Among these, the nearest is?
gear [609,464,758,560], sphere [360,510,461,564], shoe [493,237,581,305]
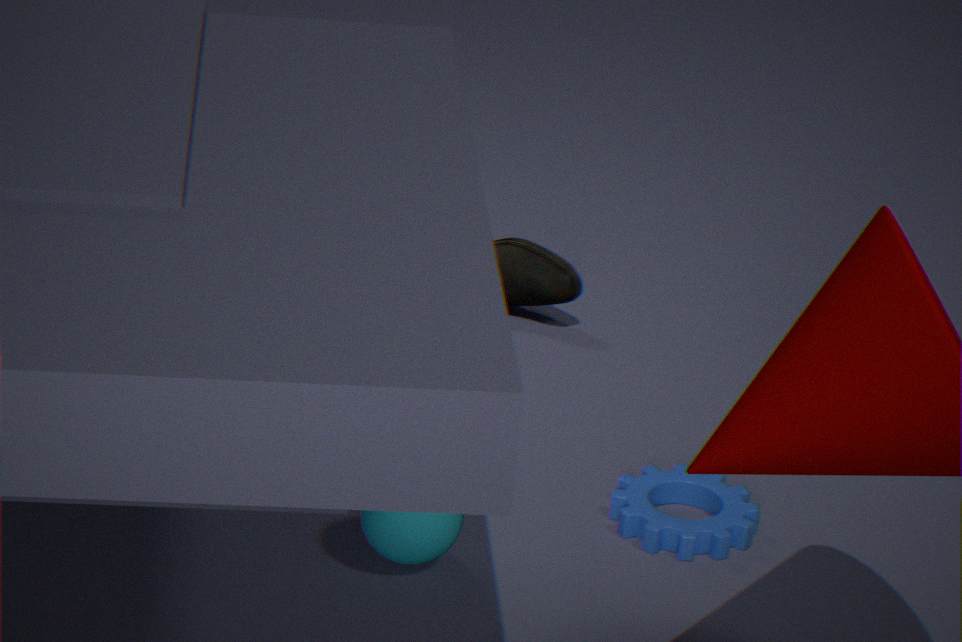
sphere [360,510,461,564]
